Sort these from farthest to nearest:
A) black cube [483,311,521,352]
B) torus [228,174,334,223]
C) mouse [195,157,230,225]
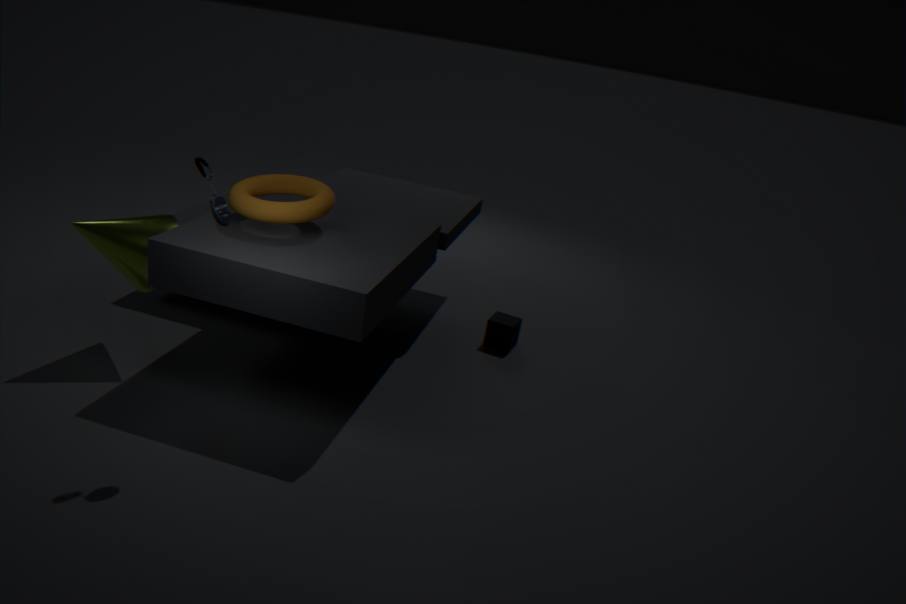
black cube [483,311,521,352] < torus [228,174,334,223] < mouse [195,157,230,225]
